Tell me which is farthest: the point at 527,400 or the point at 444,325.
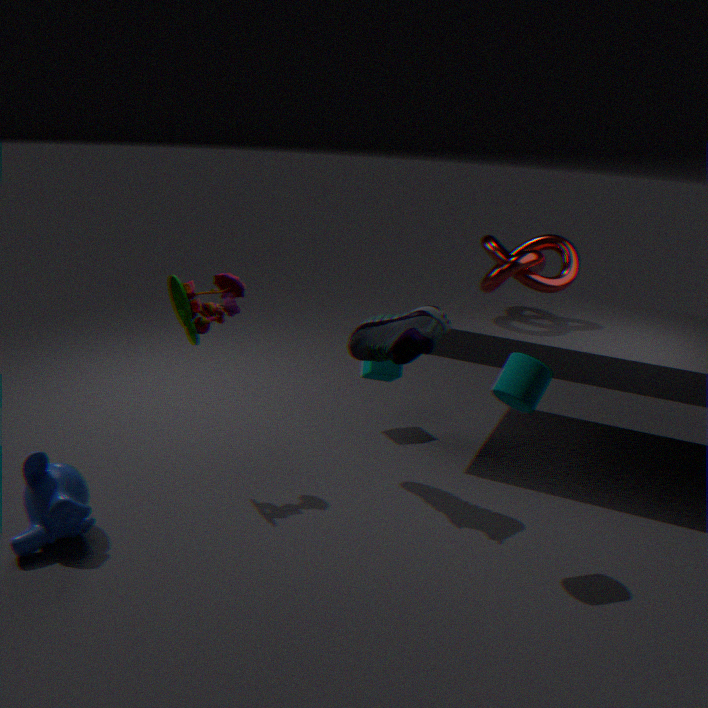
the point at 444,325
